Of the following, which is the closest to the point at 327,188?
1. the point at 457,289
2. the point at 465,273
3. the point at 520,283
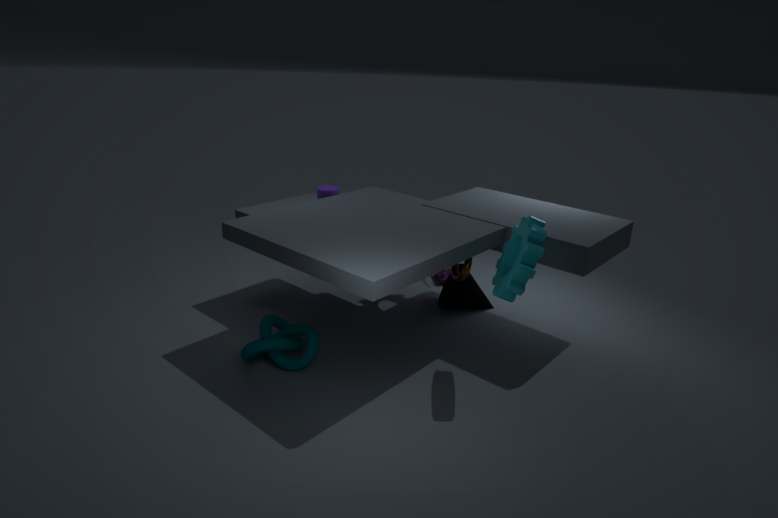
the point at 465,273
